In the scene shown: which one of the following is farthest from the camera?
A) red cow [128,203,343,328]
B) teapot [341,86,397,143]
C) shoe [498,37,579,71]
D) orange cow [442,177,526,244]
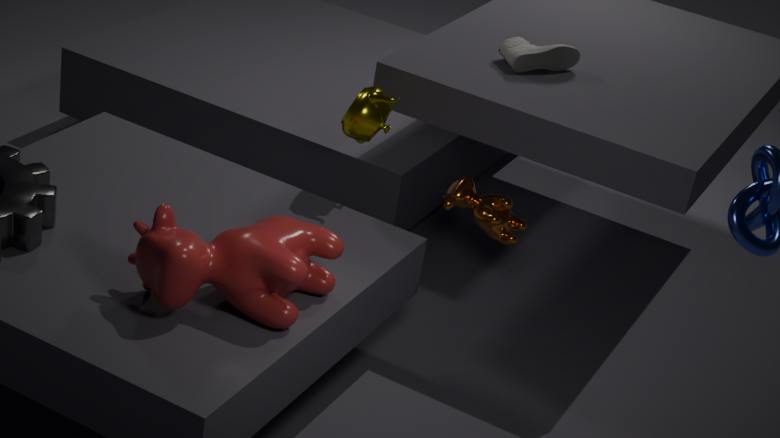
shoe [498,37,579,71]
